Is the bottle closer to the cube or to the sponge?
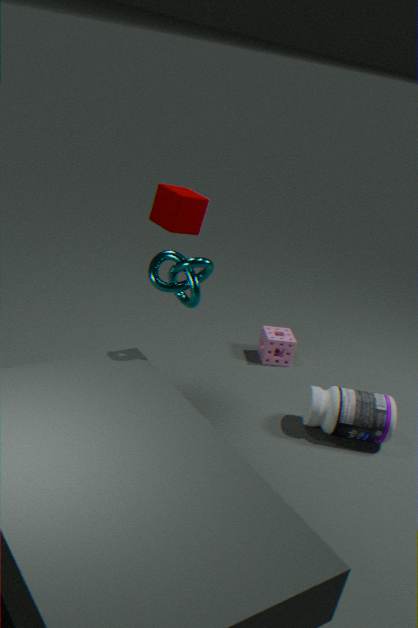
the sponge
